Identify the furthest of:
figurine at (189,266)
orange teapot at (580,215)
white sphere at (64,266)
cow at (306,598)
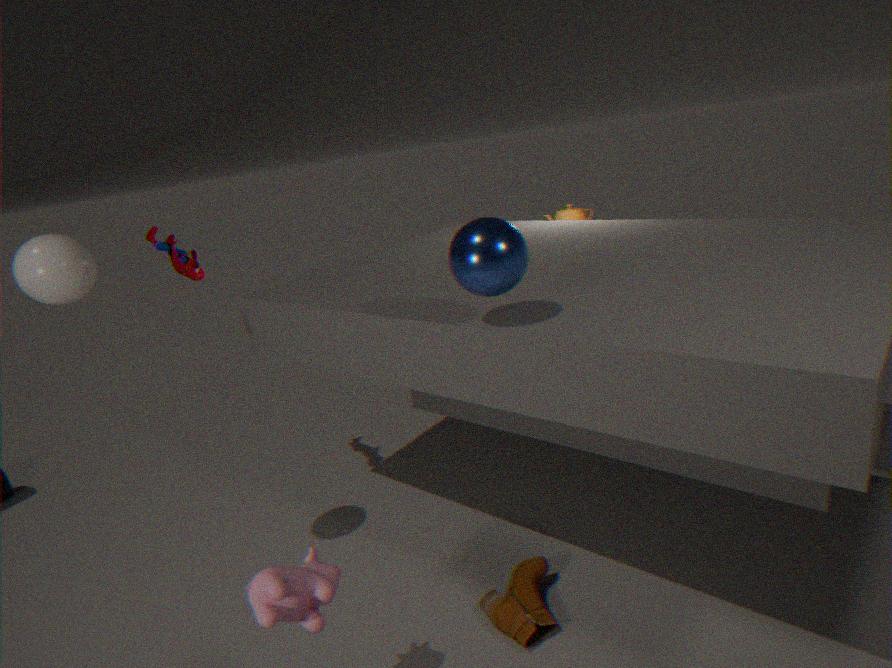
orange teapot at (580,215)
